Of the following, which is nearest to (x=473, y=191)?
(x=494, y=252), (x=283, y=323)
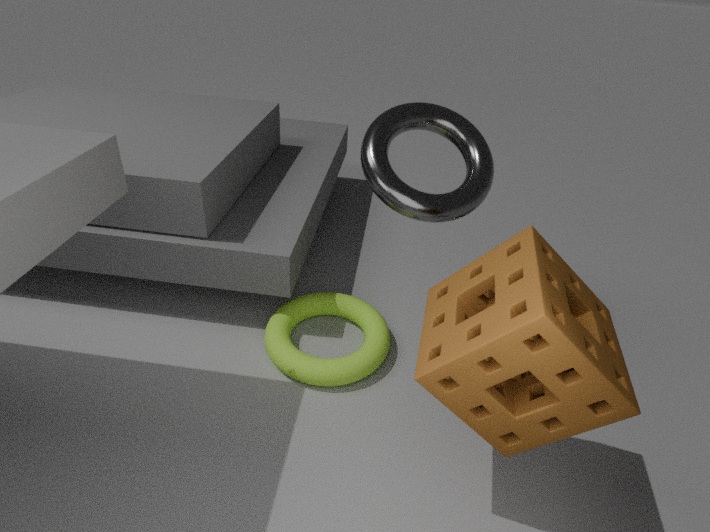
(x=283, y=323)
